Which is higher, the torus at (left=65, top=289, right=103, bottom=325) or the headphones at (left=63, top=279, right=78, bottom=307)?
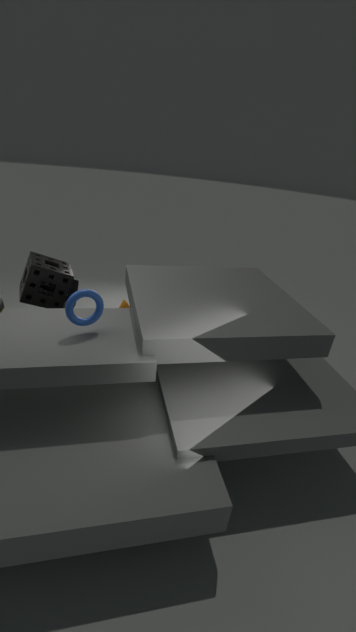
the torus at (left=65, top=289, right=103, bottom=325)
